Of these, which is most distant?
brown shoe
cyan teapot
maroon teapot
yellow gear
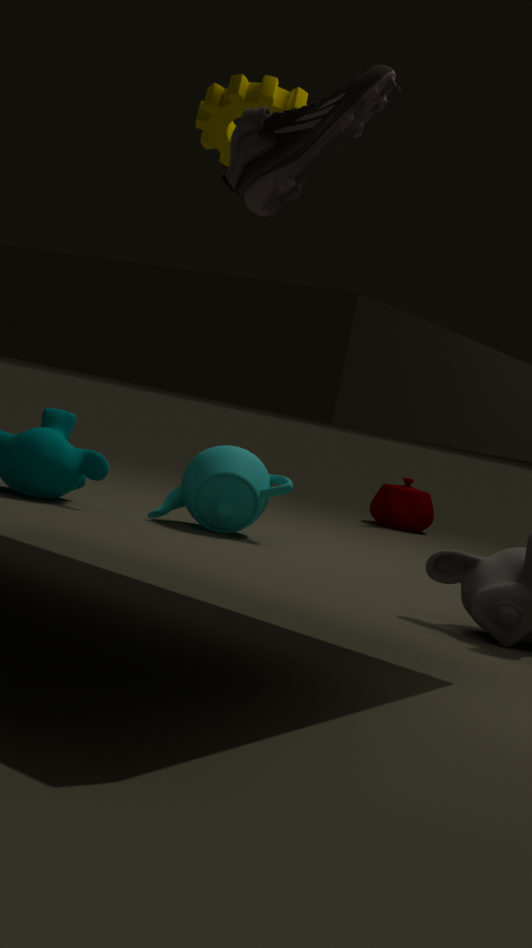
maroon teapot
